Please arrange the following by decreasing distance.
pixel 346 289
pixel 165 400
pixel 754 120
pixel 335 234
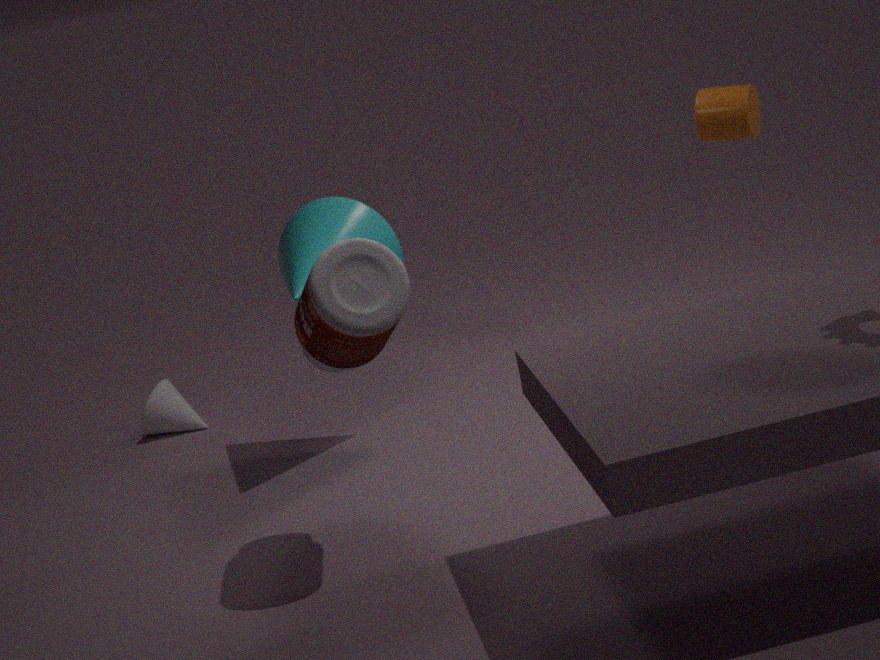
pixel 165 400
pixel 754 120
pixel 335 234
pixel 346 289
